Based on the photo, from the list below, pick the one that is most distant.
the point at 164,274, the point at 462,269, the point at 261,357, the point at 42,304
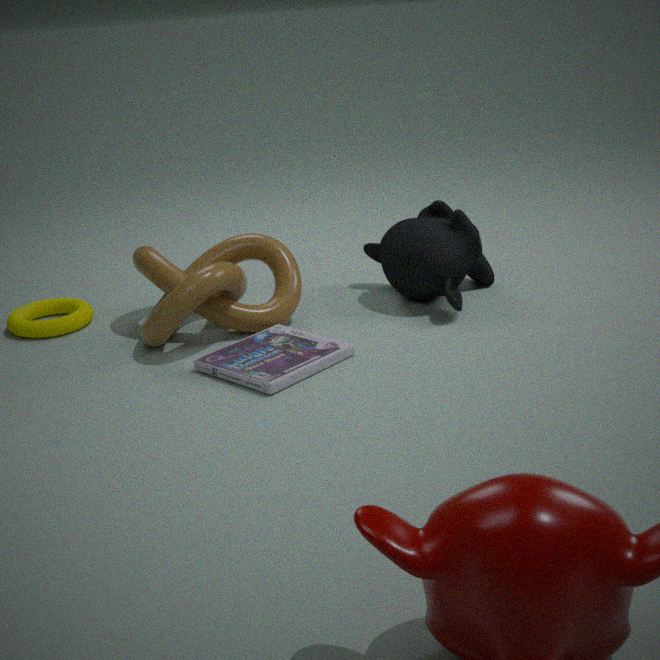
the point at 42,304
